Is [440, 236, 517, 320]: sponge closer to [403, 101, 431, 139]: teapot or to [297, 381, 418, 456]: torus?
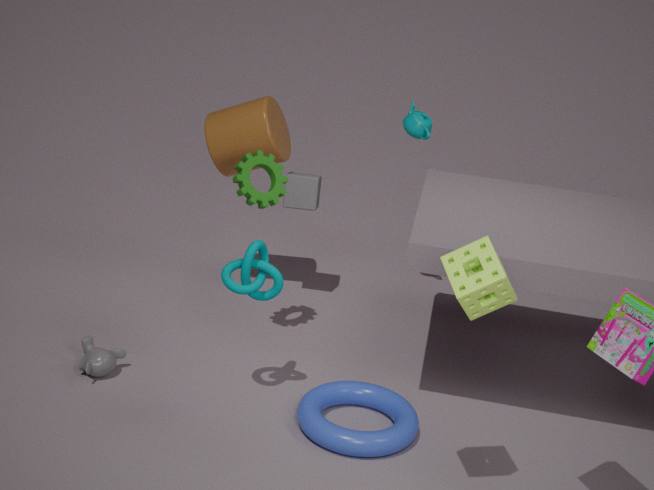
[297, 381, 418, 456]: torus
